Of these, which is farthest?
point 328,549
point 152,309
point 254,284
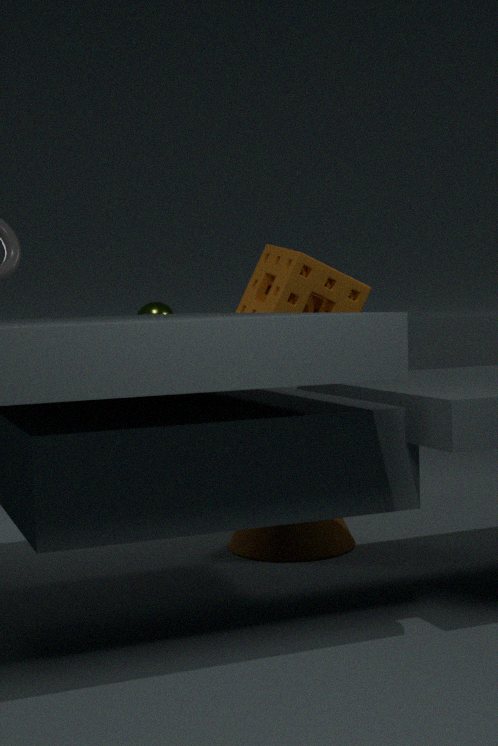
point 152,309
